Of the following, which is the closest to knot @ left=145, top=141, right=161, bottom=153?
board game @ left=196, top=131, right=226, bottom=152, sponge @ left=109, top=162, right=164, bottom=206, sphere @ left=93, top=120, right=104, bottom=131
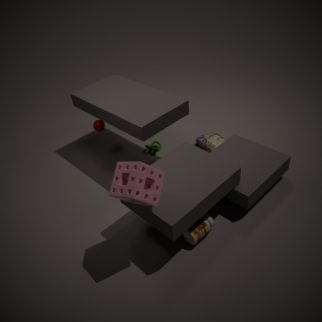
board game @ left=196, top=131, right=226, bottom=152
